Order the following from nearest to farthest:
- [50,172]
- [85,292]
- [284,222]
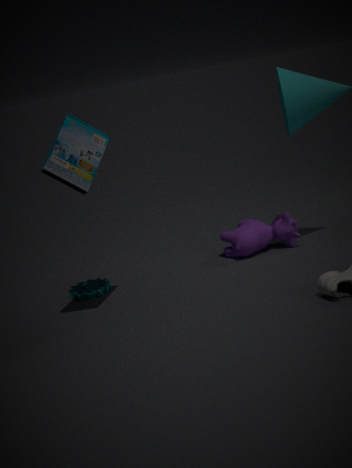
1. [50,172]
2. [85,292]
3. [284,222]
